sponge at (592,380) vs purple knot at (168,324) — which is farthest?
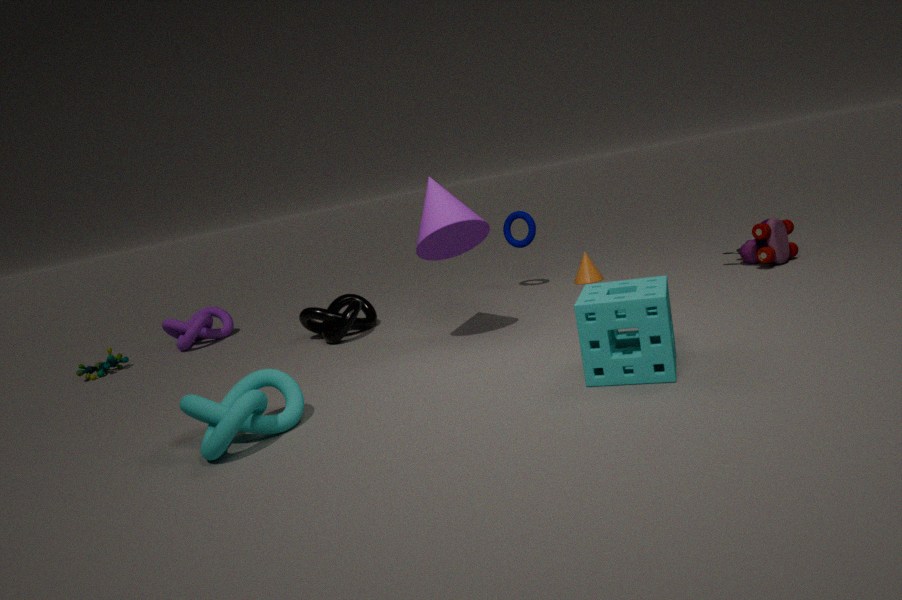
purple knot at (168,324)
